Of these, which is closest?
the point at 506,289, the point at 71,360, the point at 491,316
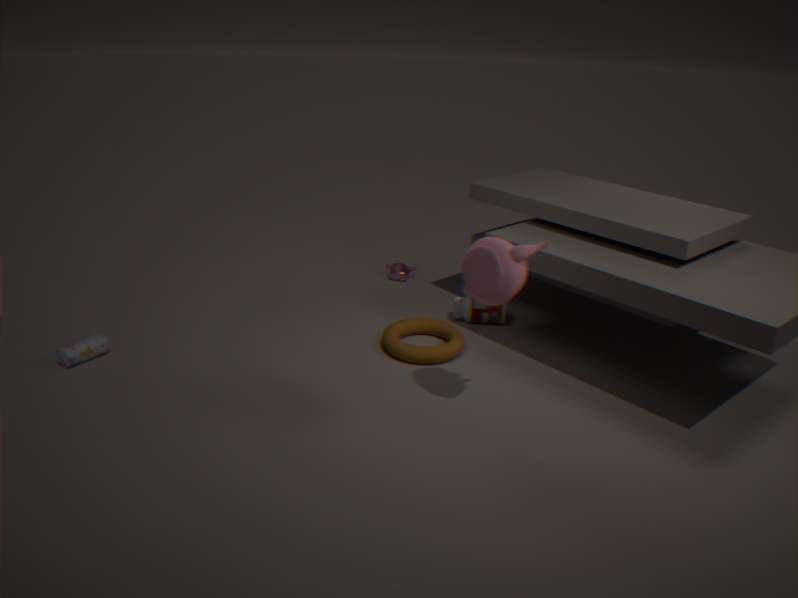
the point at 506,289
